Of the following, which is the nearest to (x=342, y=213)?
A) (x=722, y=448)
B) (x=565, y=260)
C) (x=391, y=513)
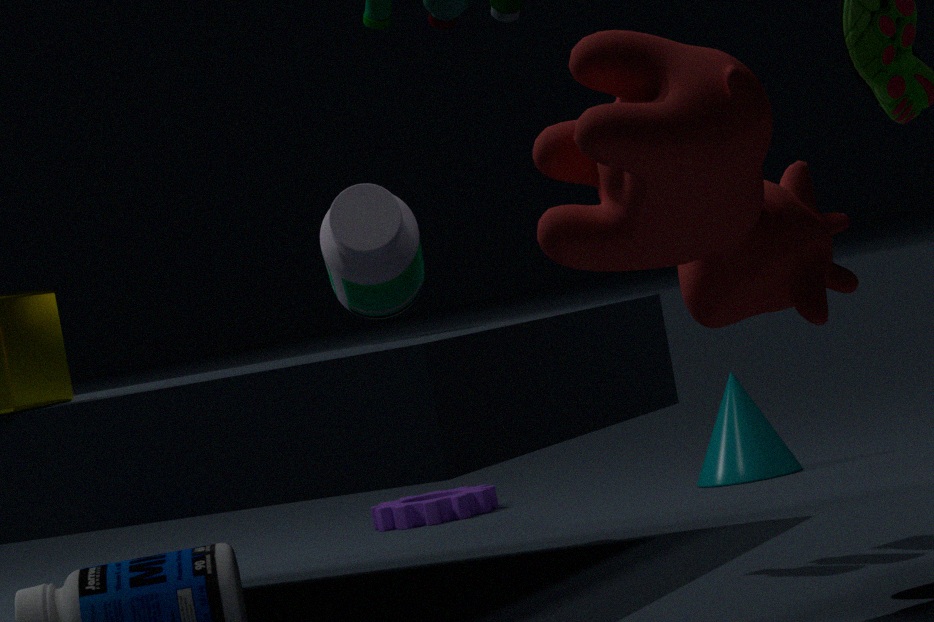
(x=722, y=448)
